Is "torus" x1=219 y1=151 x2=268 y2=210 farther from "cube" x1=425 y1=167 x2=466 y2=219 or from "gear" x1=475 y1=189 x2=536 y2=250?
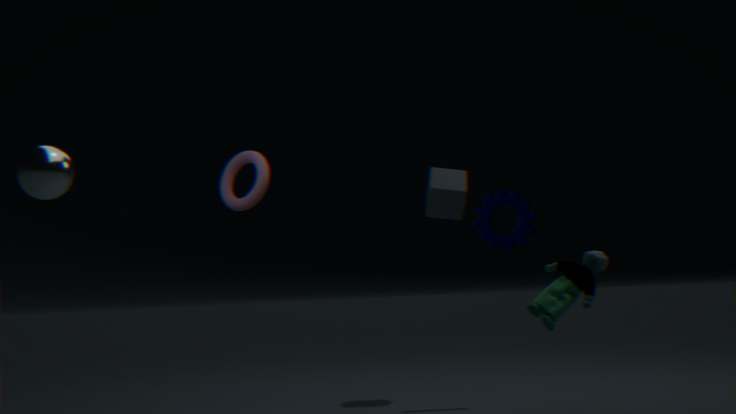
"gear" x1=475 y1=189 x2=536 y2=250
